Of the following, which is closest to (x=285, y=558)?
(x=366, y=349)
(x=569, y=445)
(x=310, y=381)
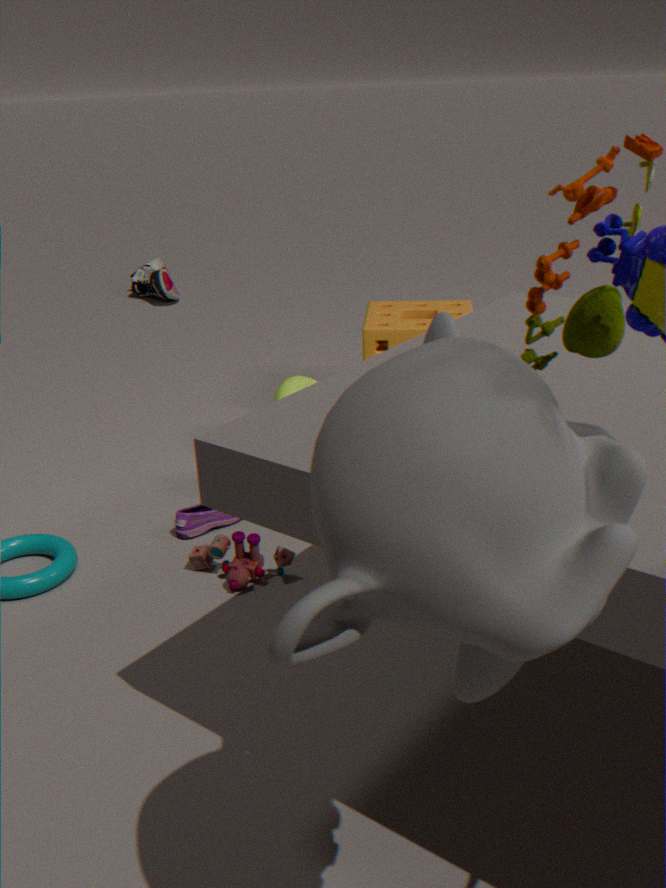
(x=310, y=381)
